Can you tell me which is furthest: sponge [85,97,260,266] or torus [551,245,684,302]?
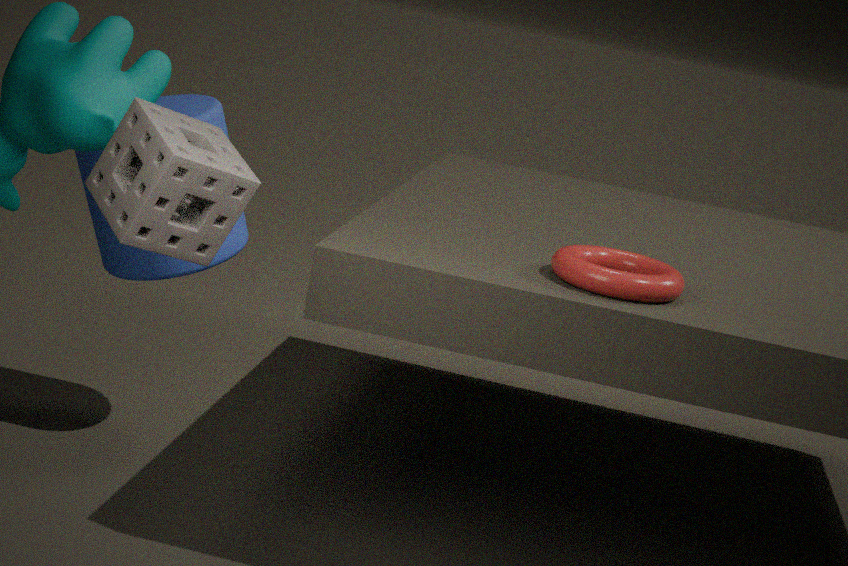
torus [551,245,684,302]
